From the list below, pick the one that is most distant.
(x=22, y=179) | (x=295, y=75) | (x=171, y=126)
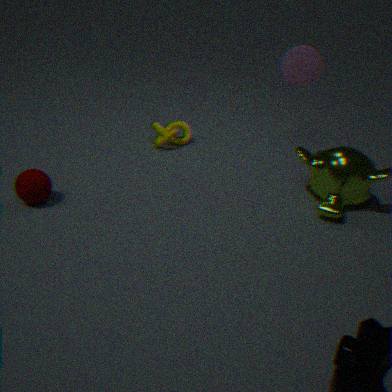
(x=171, y=126)
